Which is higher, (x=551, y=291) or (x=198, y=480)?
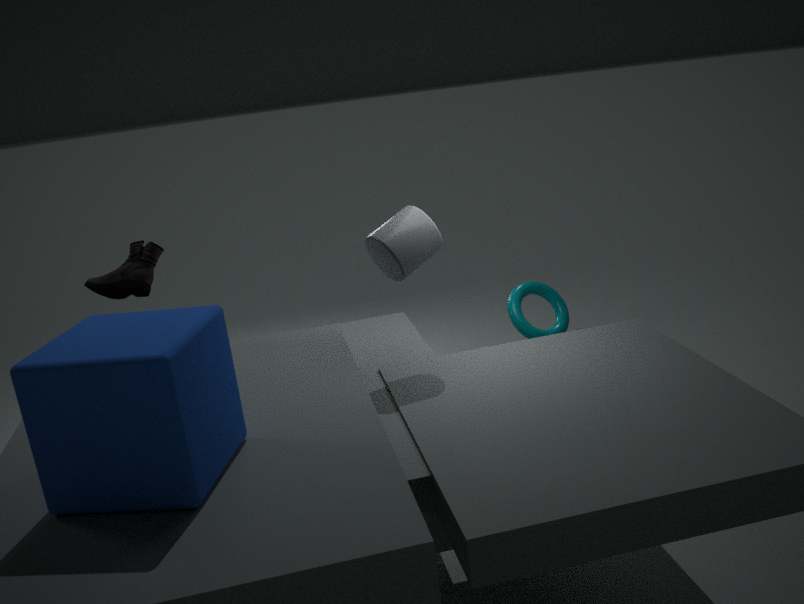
(x=198, y=480)
